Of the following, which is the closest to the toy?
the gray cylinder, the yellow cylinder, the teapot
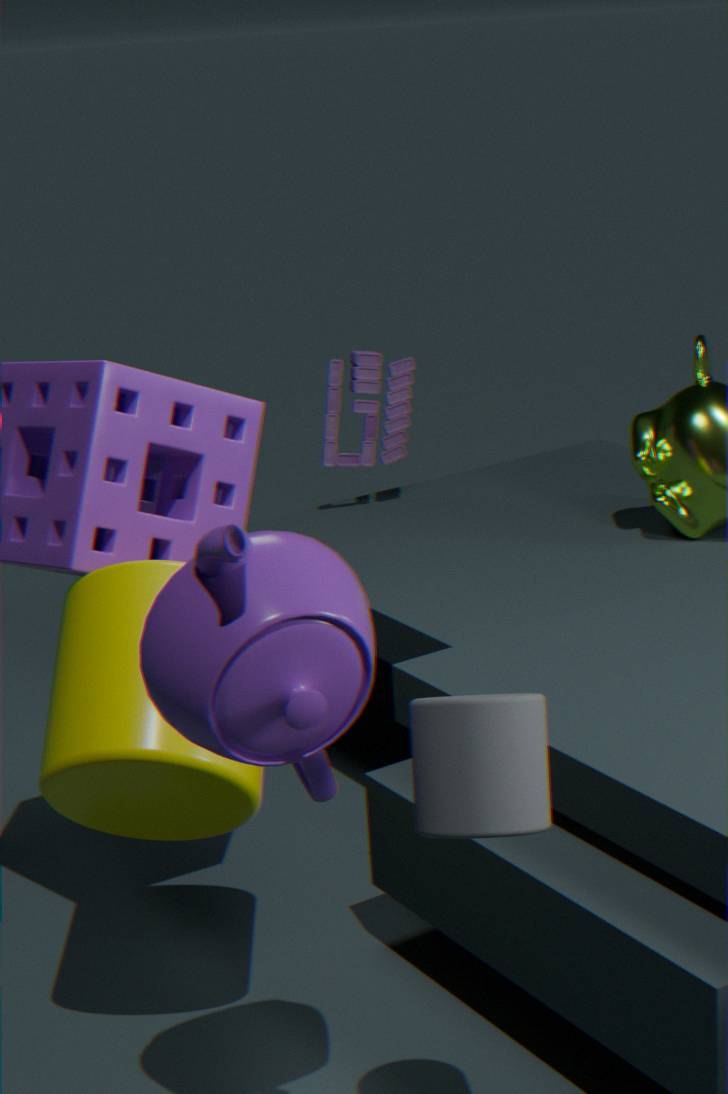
the yellow cylinder
